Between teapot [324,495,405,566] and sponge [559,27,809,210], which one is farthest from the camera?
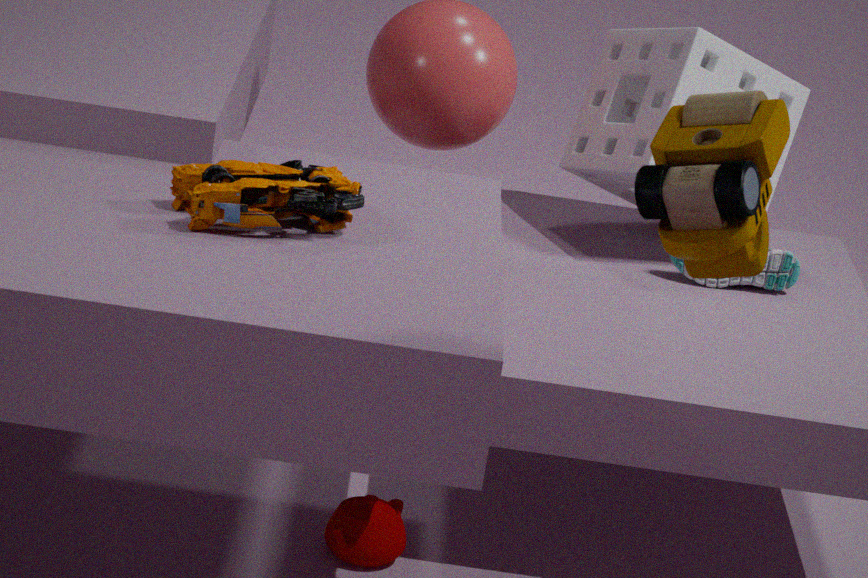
sponge [559,27,809,210]
